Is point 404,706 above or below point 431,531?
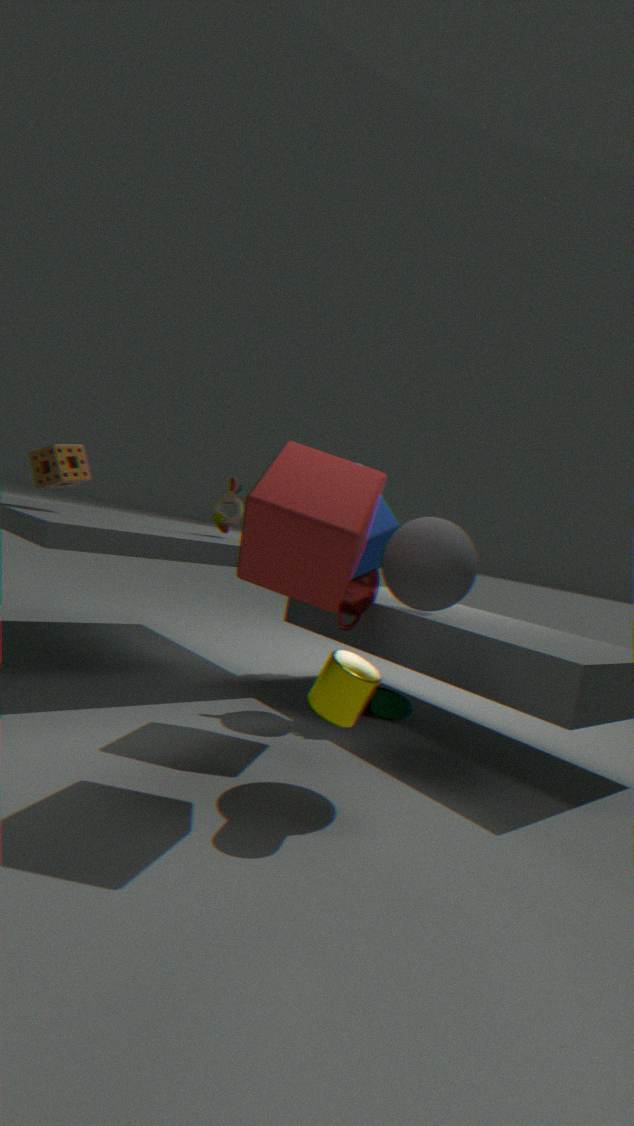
below
